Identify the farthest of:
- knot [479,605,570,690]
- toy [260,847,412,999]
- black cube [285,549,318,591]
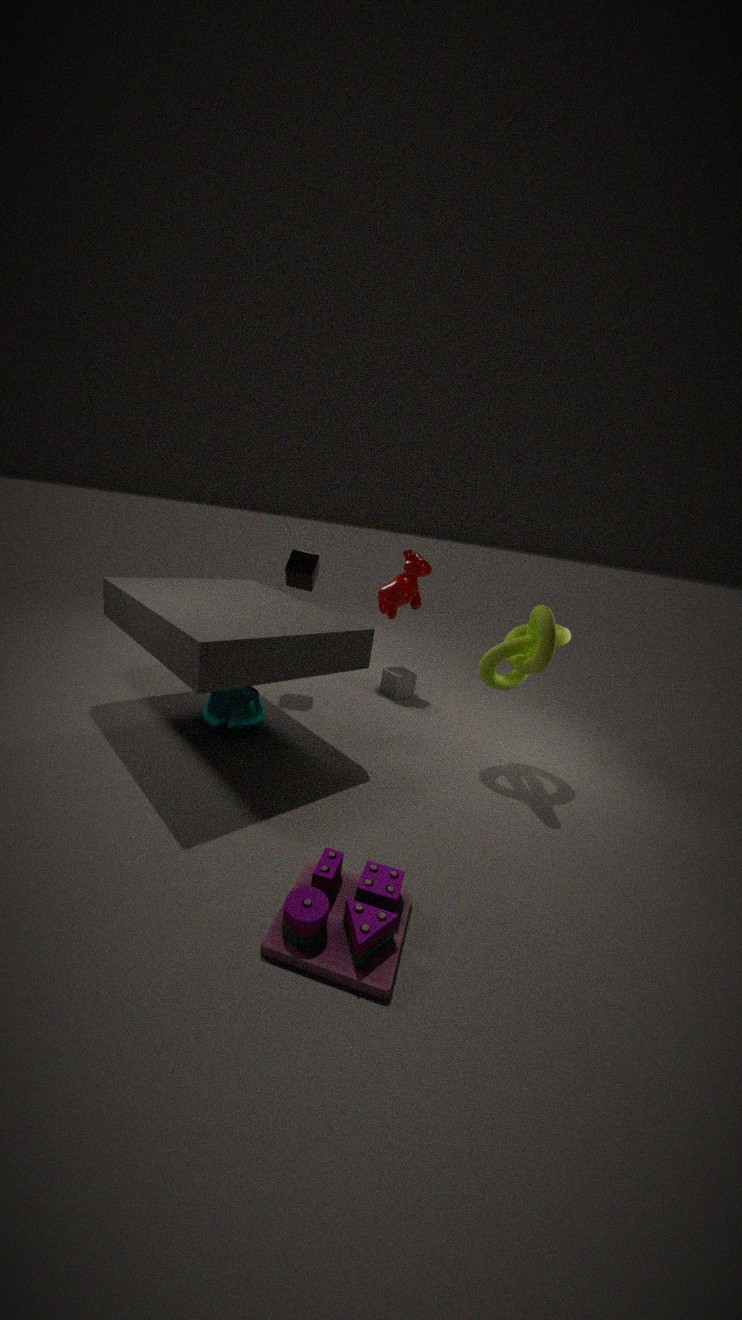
black cube [285,549,318,591]
